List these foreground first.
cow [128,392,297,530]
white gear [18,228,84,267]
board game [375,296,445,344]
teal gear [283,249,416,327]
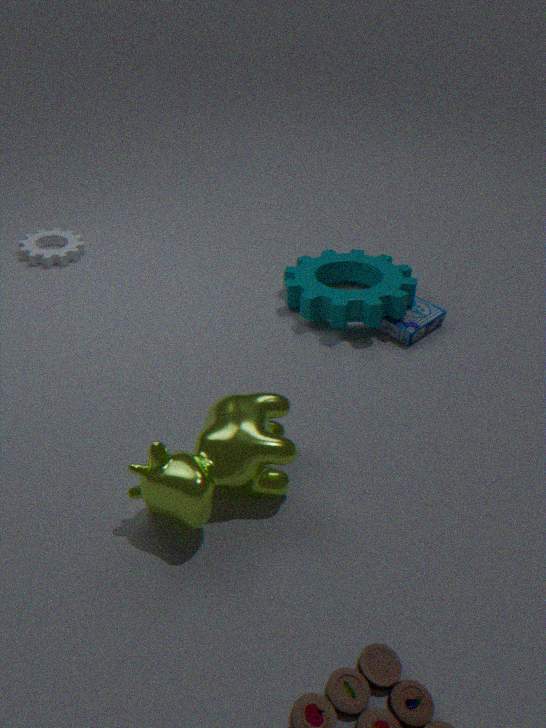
cow [128,392,297,530], teal gear [283,249,416,327], board game [375,296,445,344], white gear [18,228,84,267]
